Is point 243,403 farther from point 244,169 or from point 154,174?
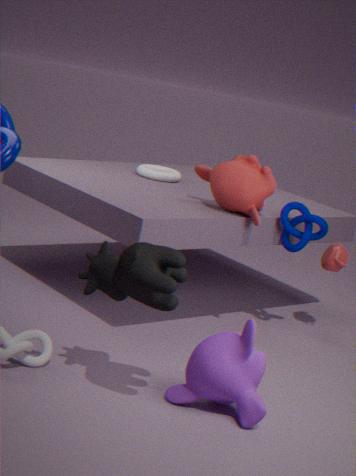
point 154,174
